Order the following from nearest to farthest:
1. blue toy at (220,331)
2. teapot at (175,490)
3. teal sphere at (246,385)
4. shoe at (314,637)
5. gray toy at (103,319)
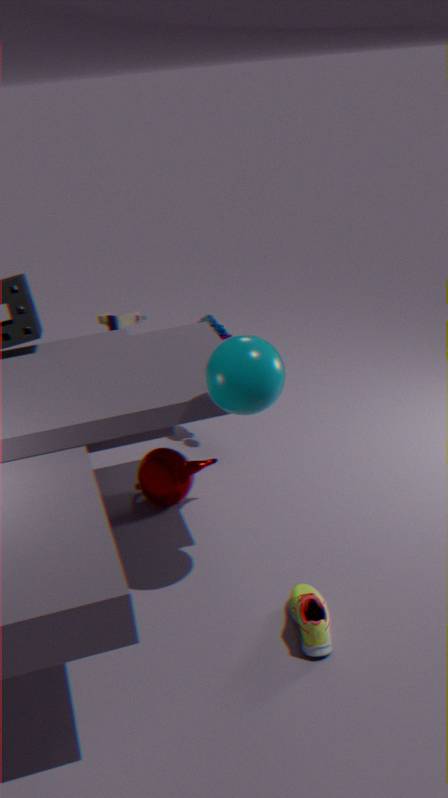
shoe at (314,637), teal sphere at (246,385), teapot at (175,490), gray toy at (103,319), blue toy at (220,331)
